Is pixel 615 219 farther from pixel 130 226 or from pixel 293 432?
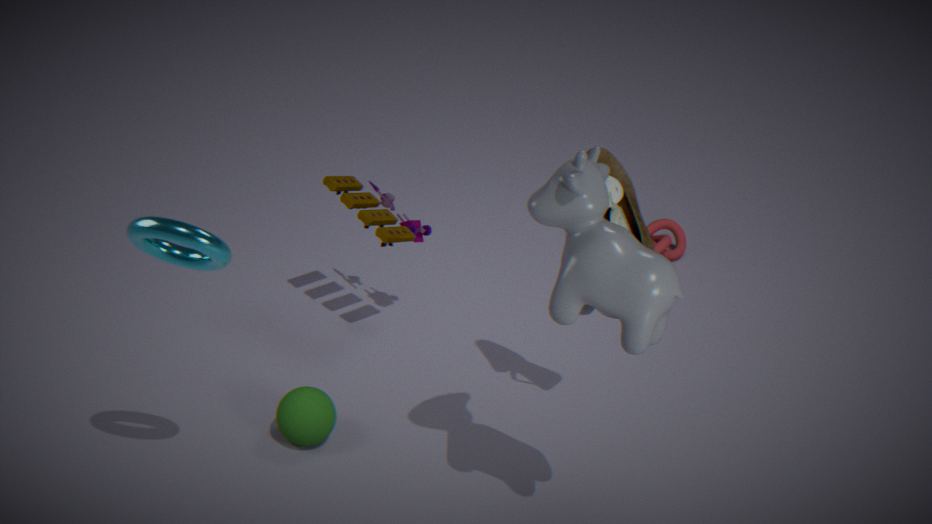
pixel 130 226
